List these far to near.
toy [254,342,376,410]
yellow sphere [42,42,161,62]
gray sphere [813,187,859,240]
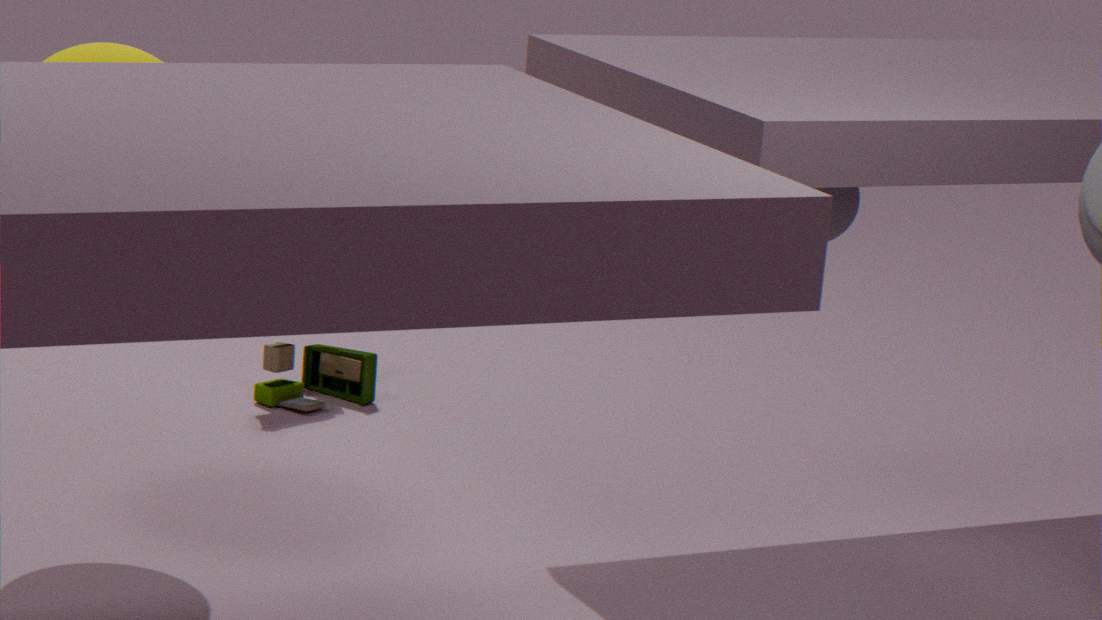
toy [254,342,376,410] < gray sphere [813,187,859,240] < yellow sphere [42,42,161,62]
